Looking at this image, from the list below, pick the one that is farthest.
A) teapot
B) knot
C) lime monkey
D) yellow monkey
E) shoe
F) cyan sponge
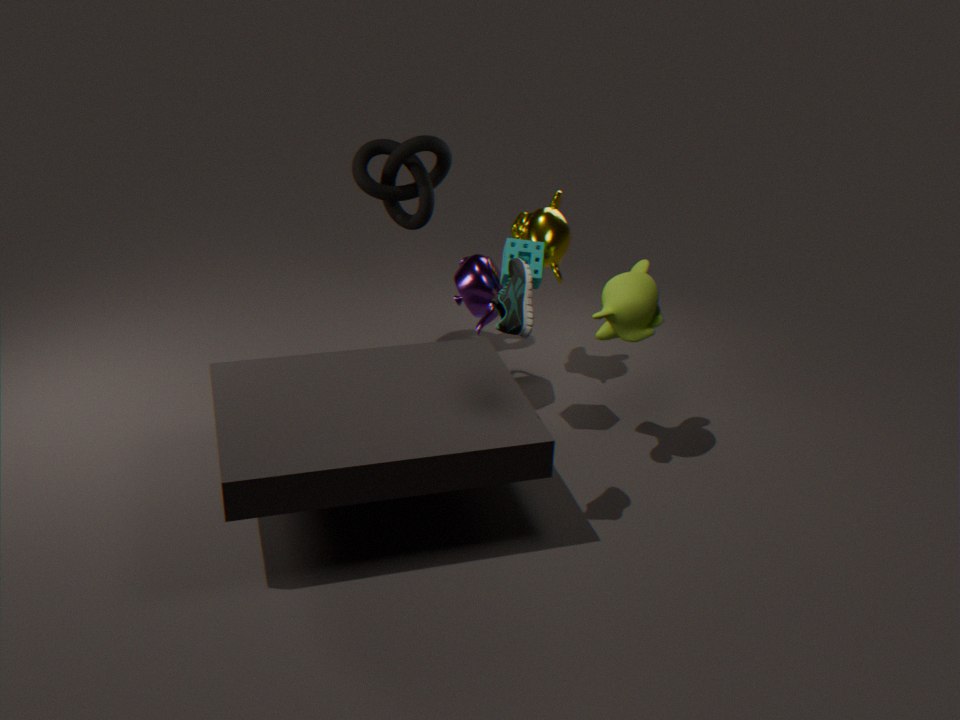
knot
